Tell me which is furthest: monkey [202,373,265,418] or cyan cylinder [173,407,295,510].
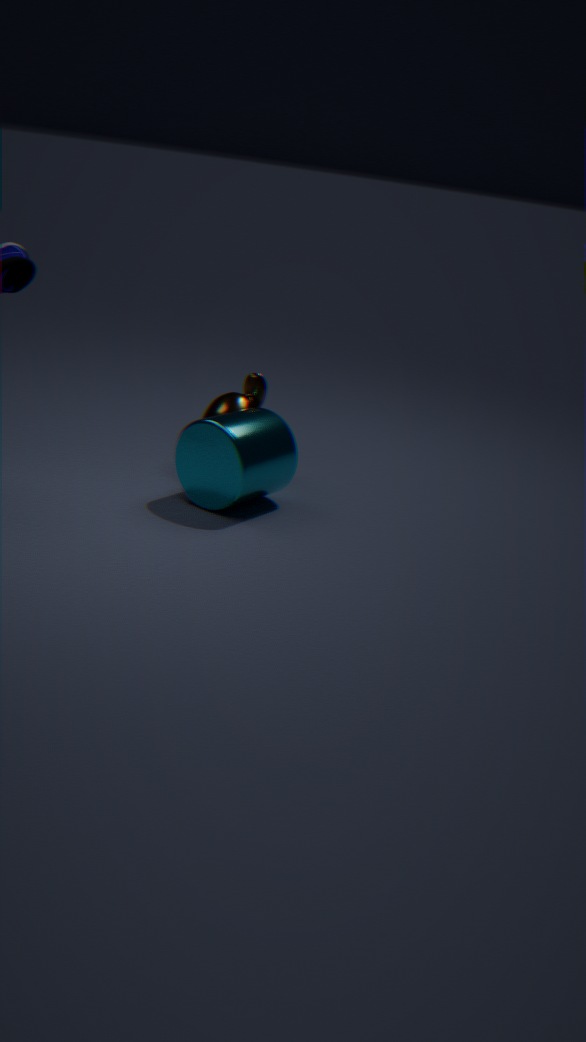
monkey [202,373,265,418]
